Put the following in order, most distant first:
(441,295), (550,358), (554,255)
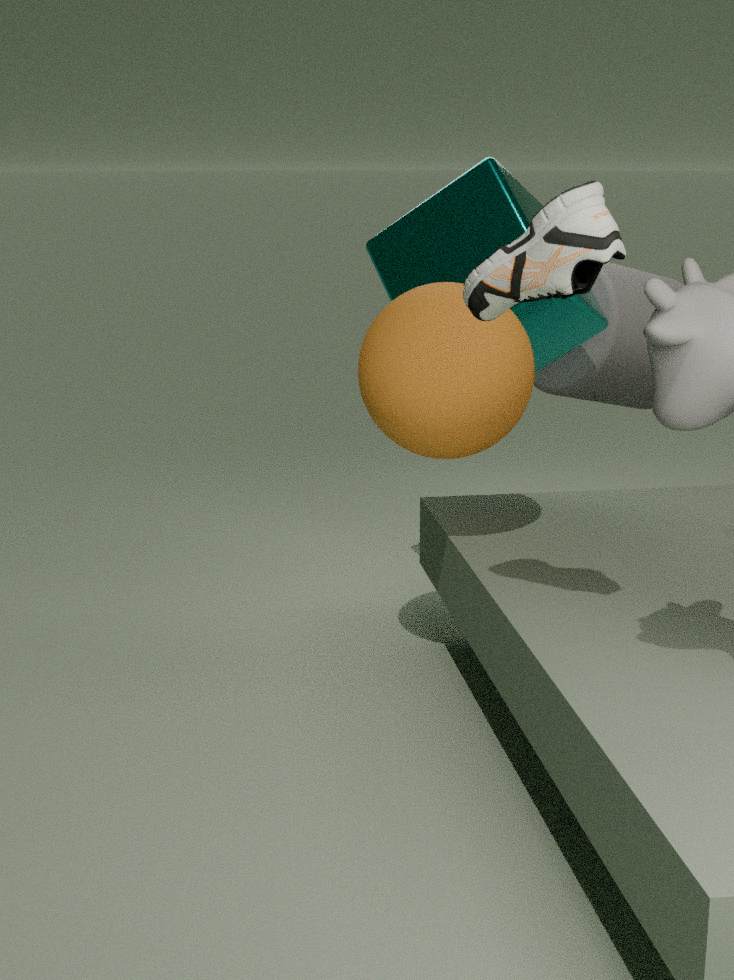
(550,358) < (441,295) < (554,255)
